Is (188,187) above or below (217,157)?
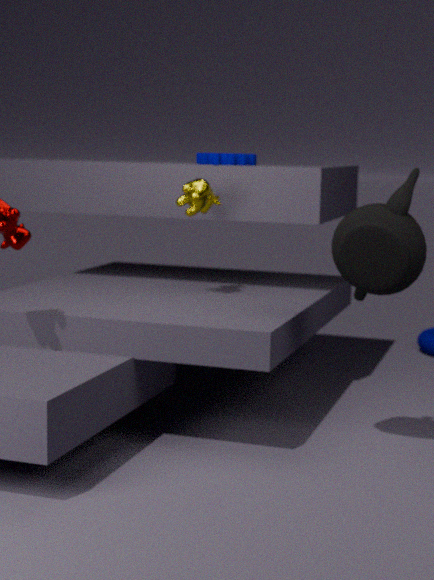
below
